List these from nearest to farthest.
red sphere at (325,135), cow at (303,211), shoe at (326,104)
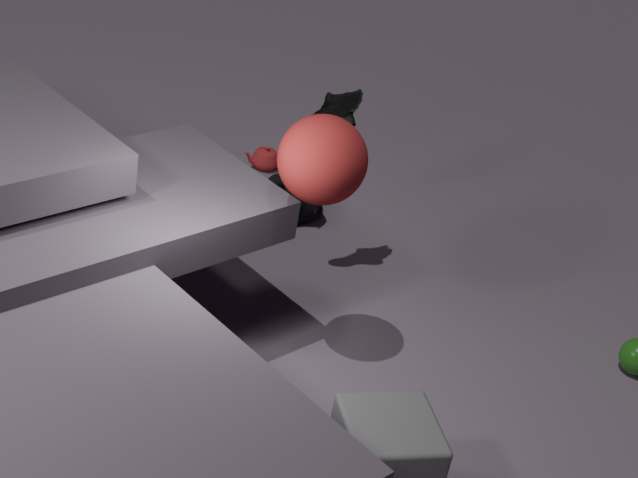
red sphere at (325,135), shoe at (326,104), cow at (303,211)
